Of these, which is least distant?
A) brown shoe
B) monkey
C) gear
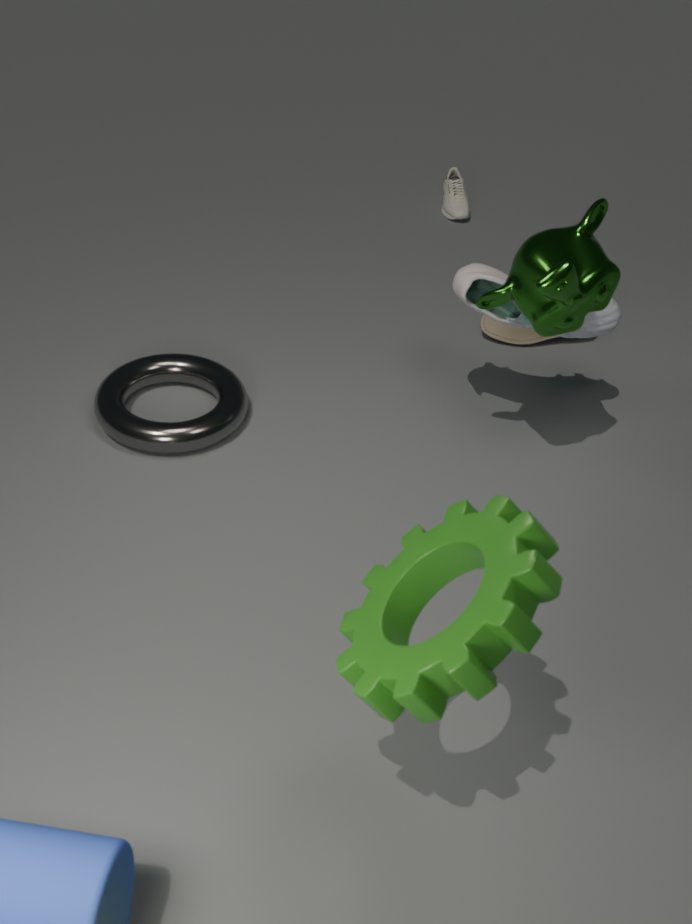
gear
